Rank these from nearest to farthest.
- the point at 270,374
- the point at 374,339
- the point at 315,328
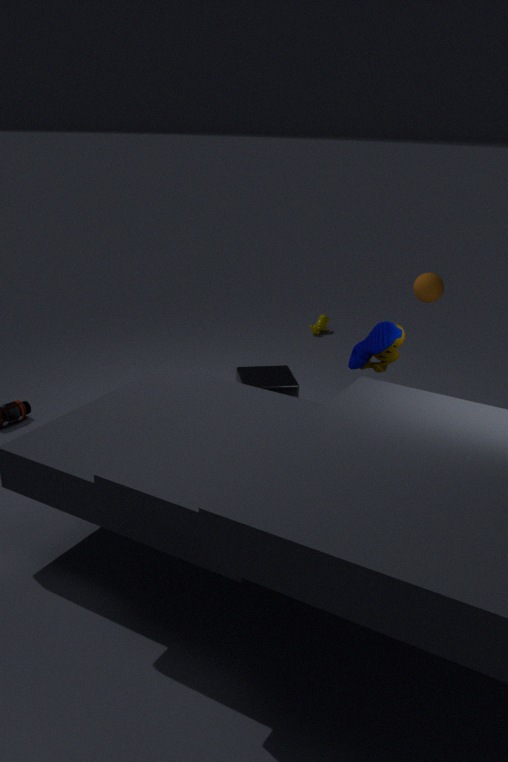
the point at 374,339, the point at 270,374, the point at 315,328
